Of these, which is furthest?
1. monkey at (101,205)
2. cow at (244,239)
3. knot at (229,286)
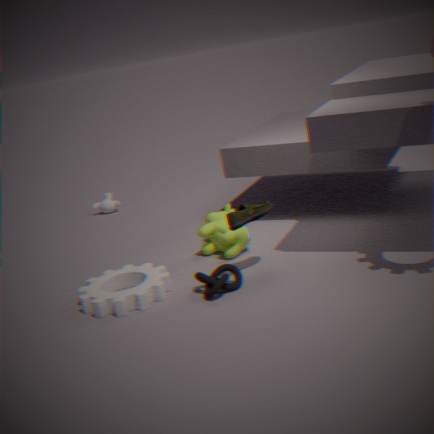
monkey at (101,205)
